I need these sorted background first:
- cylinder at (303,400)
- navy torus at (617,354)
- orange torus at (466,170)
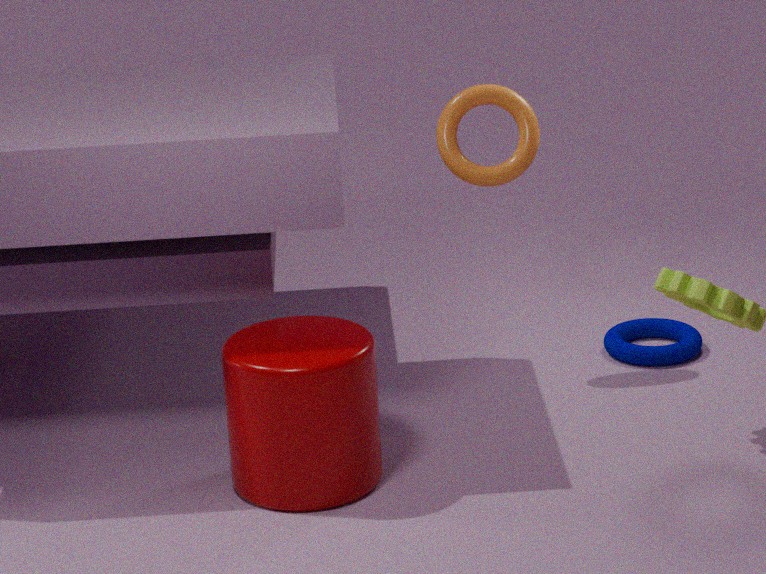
1. navy torus at (617,354)
2. orange torus at (466,170)
3. cylinder at (303,400)
